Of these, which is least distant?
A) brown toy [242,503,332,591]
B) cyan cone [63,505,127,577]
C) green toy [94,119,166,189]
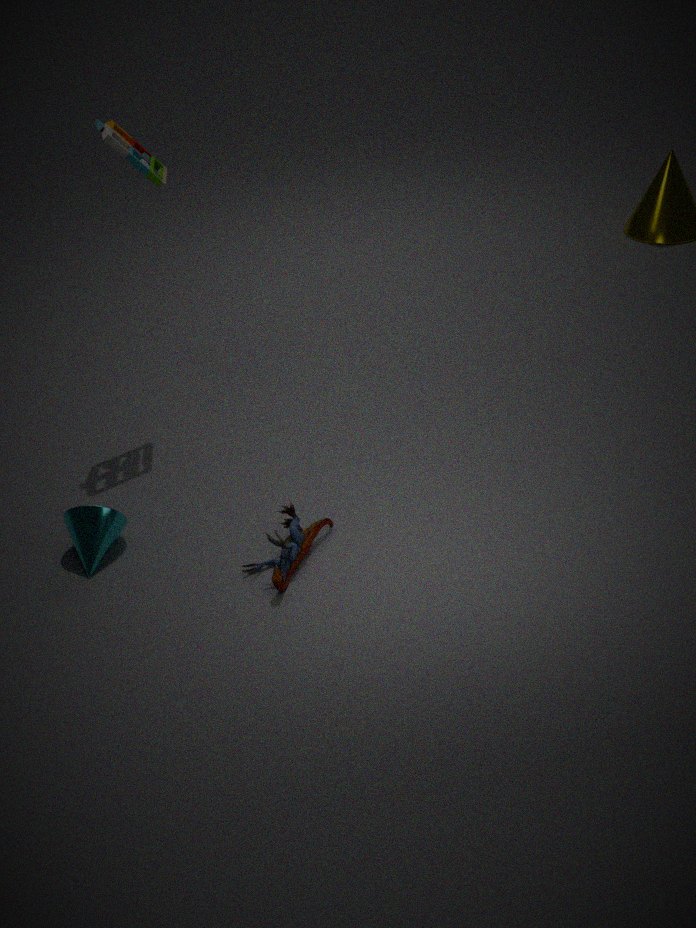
brown toy [242,503,332,591]
